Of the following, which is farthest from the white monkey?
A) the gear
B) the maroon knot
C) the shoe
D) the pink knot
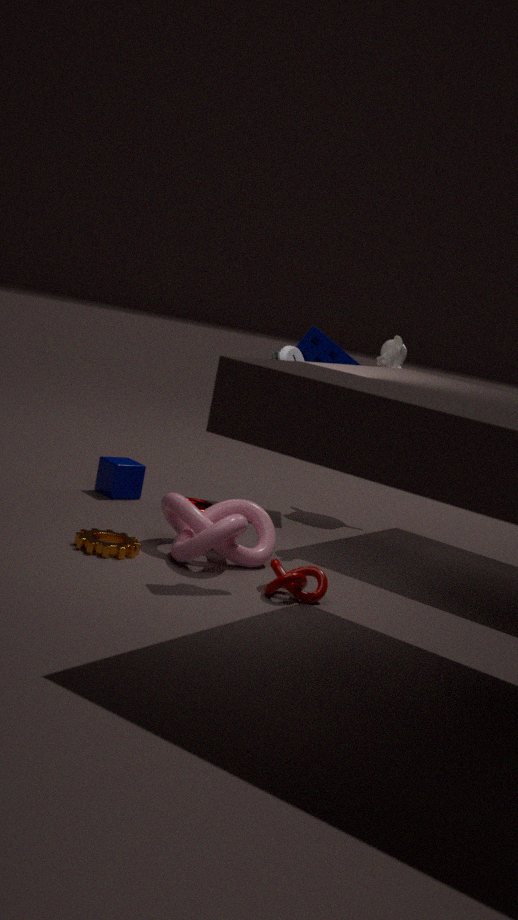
the gear
